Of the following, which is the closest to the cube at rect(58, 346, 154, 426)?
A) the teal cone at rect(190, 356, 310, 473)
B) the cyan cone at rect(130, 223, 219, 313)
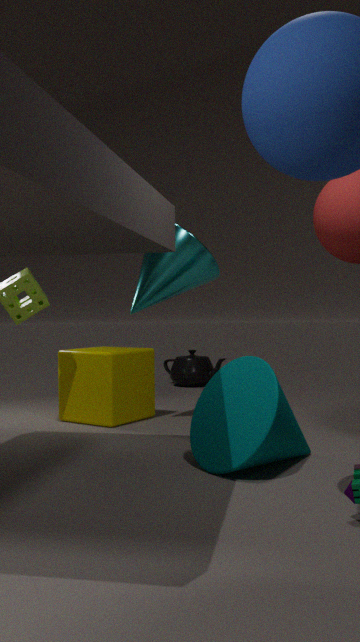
the cyan cone at rect(130, 223, 219, 313)
